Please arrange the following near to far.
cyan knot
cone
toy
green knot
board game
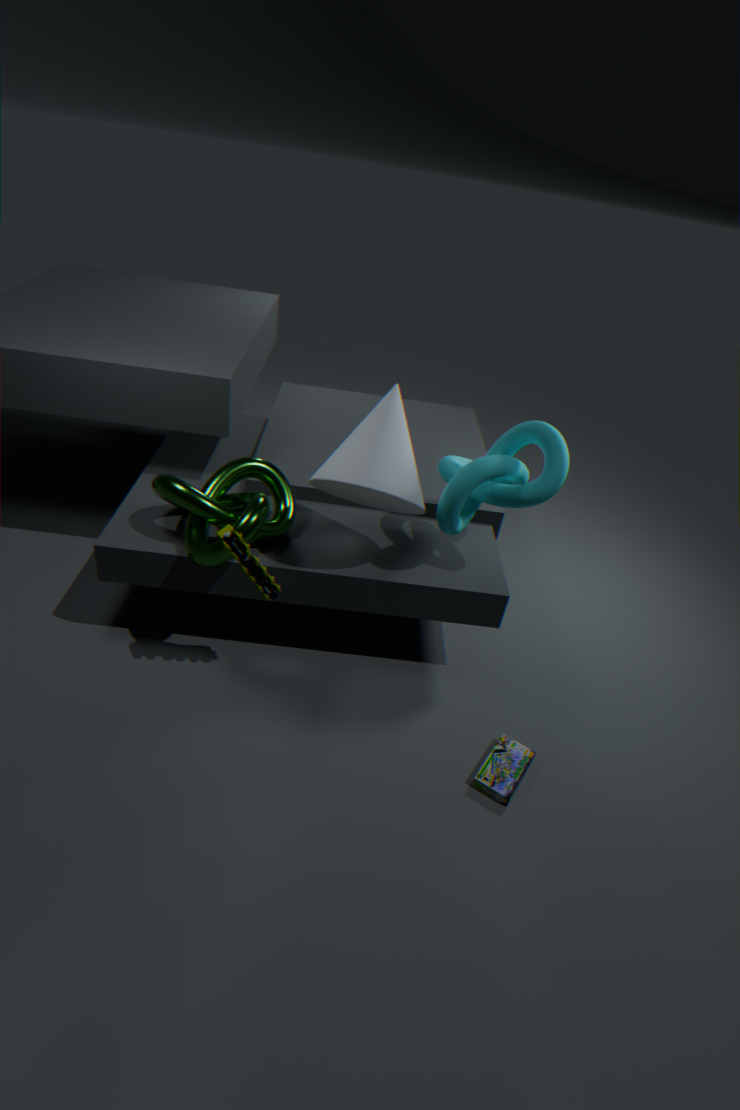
toy
cone
board game
cyan knot
green knot
